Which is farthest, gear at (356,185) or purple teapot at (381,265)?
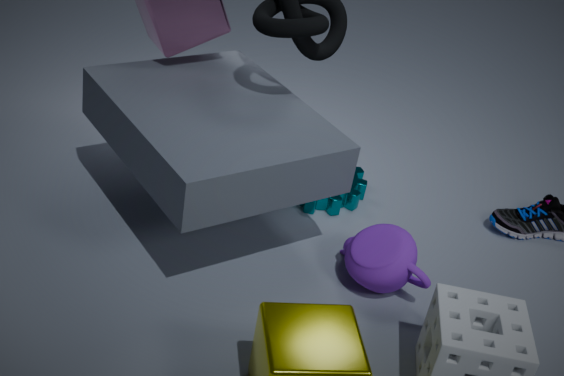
gear at (356,185)
